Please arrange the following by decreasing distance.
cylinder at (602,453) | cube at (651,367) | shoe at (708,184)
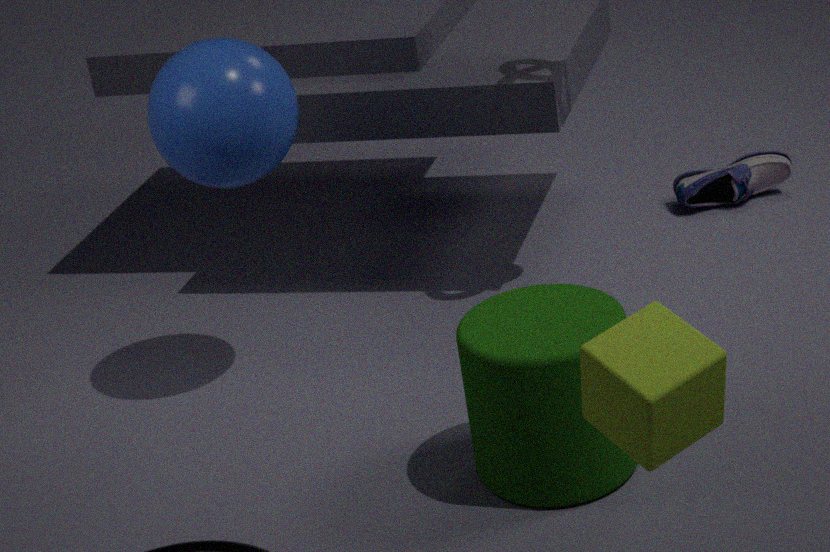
shoe at (708,184) < cylinder at (602,453) < cube at (651,367)
